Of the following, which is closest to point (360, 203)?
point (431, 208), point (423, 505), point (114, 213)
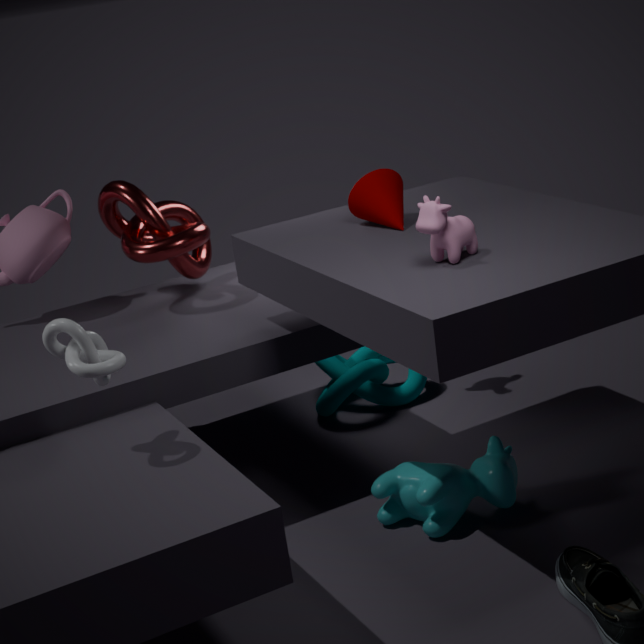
point (431, 208)
